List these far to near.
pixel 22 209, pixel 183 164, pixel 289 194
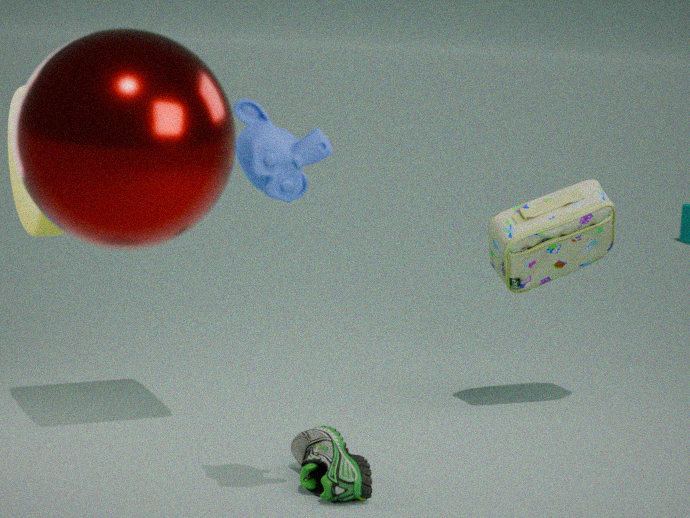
pixel 22 209, pixel 289 194, pixel 183 164
